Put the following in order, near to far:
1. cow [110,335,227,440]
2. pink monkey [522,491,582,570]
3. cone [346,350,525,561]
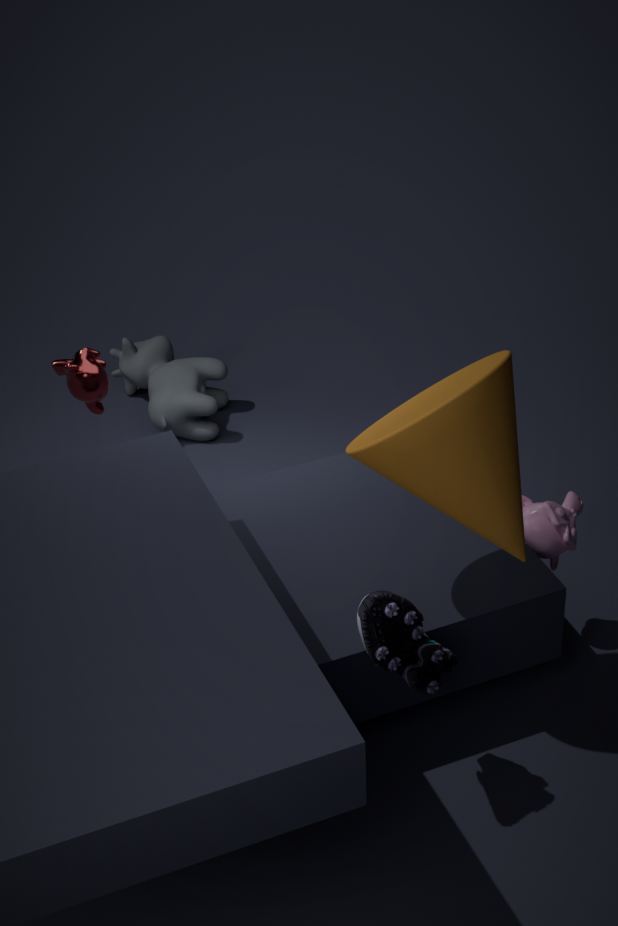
cone [346,350,525,561] → pink monkey [522,491,582,570] → cow [110,335,227,440]
